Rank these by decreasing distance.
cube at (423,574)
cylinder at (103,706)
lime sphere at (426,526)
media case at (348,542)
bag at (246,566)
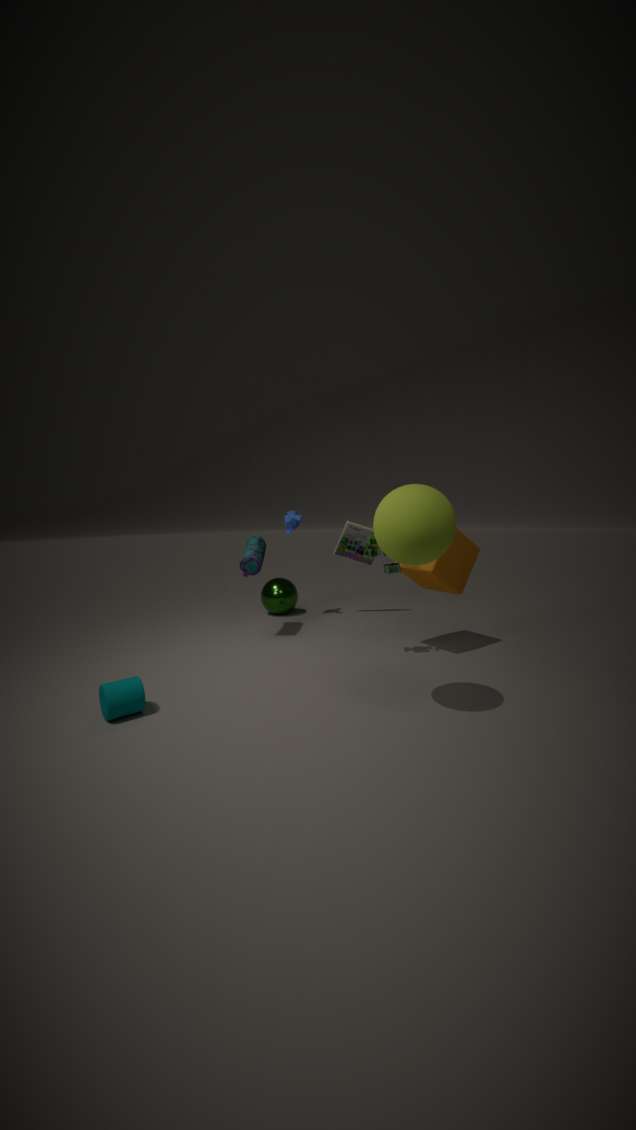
media case at (348,542) → bag at (246,566) → cube at (423,574) → cylinder at (103,706) → lime sphere at (426,526)
